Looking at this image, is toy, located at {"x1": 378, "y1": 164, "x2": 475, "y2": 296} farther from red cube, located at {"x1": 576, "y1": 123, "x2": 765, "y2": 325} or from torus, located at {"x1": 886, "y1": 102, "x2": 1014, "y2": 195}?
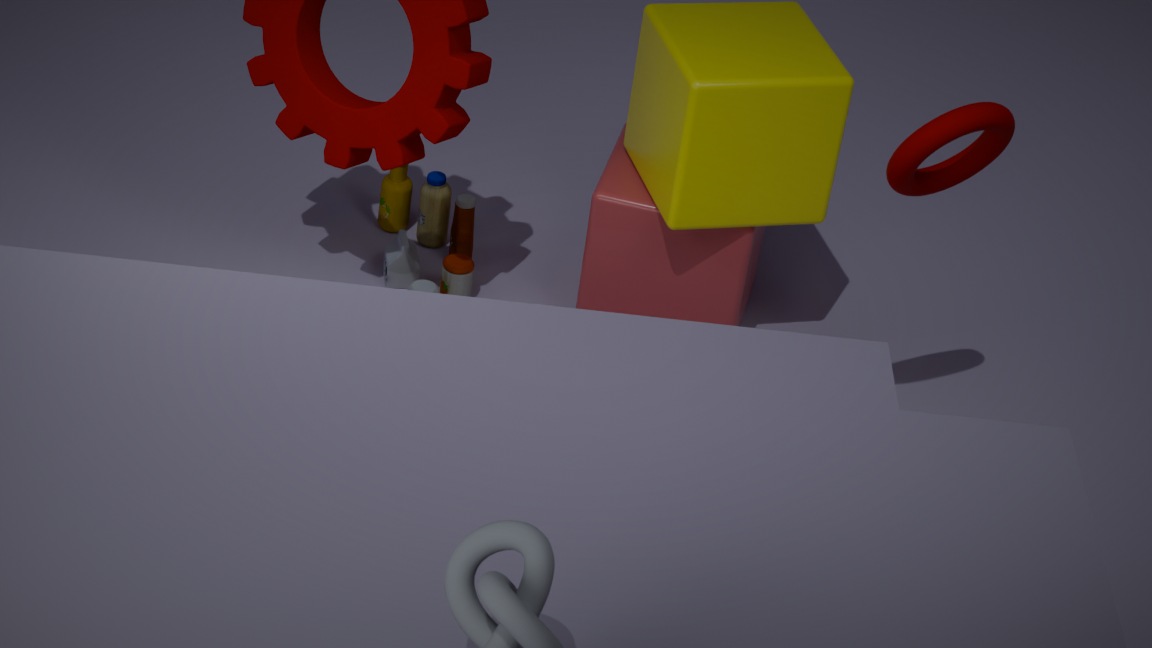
torus, located at {"x1": 886, "y1": 102, "x2": 1014, "y2": 195}
